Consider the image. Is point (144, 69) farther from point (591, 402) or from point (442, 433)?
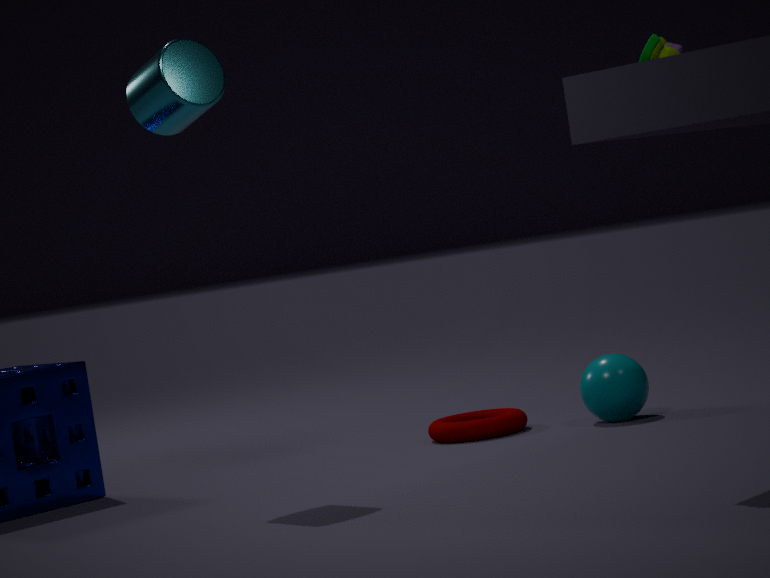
point (591, 402)
